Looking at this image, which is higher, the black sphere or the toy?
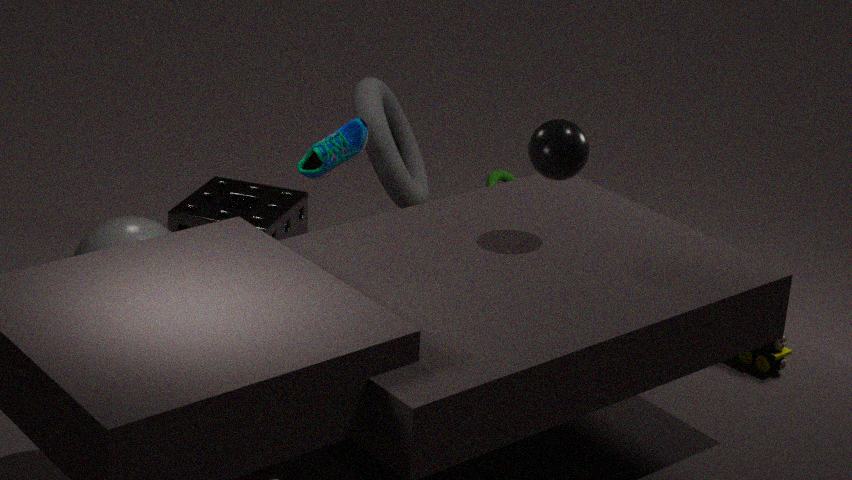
the black sphere
